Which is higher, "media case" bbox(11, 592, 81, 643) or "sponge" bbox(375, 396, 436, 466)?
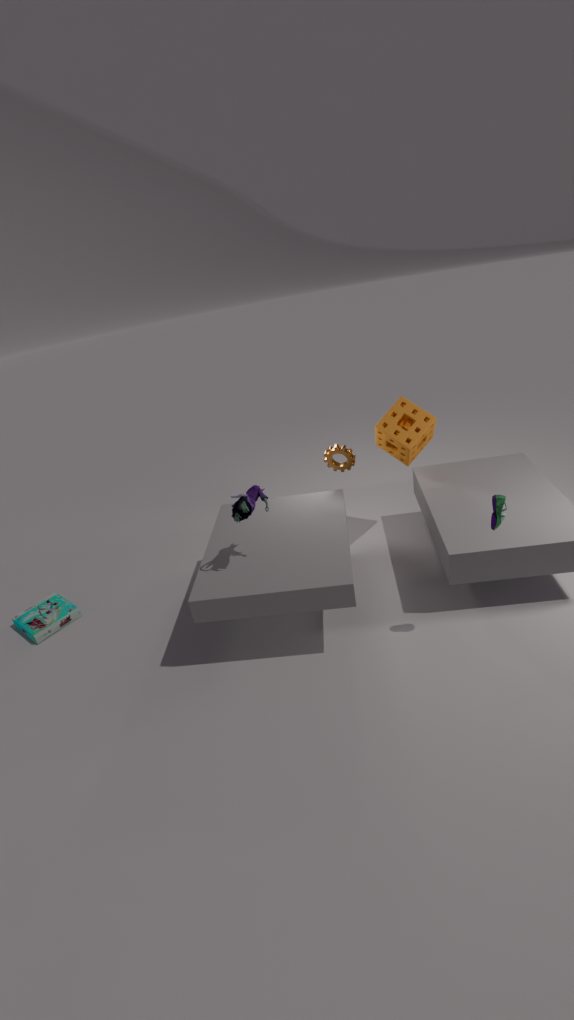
"sponge" bbox(375, 396, 436, 466)
